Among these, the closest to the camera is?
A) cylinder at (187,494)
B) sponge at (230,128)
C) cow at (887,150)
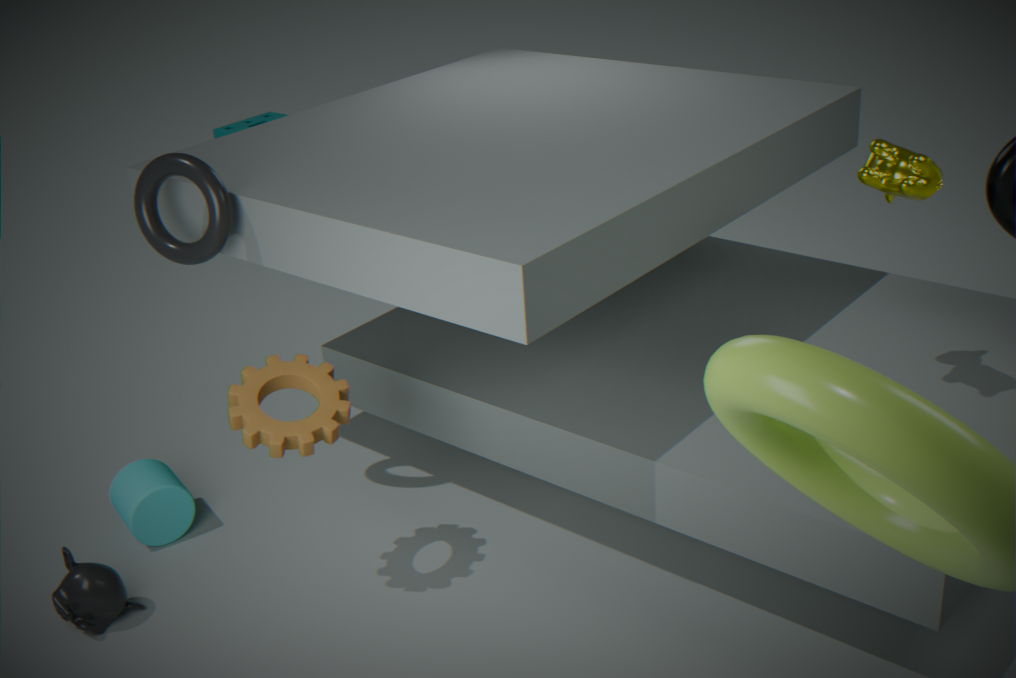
cow at (887,150)
